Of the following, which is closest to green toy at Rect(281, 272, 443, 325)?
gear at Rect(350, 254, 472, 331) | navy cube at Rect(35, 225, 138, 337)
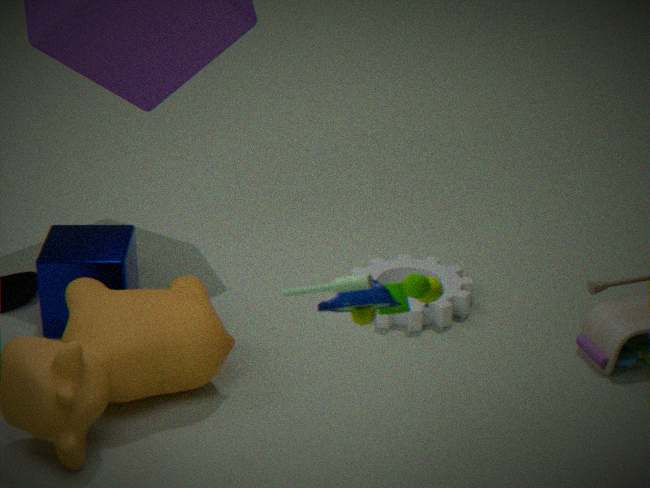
gear at Rect(350, 254, 472, 331)
